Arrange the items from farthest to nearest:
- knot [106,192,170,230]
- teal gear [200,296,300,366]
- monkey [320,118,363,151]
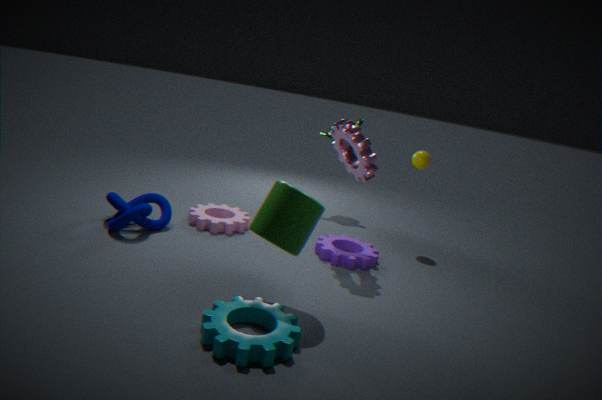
monkey [320,118,363,151] → knot [106,192,170,230] → teal gear [200,296,300,366]
